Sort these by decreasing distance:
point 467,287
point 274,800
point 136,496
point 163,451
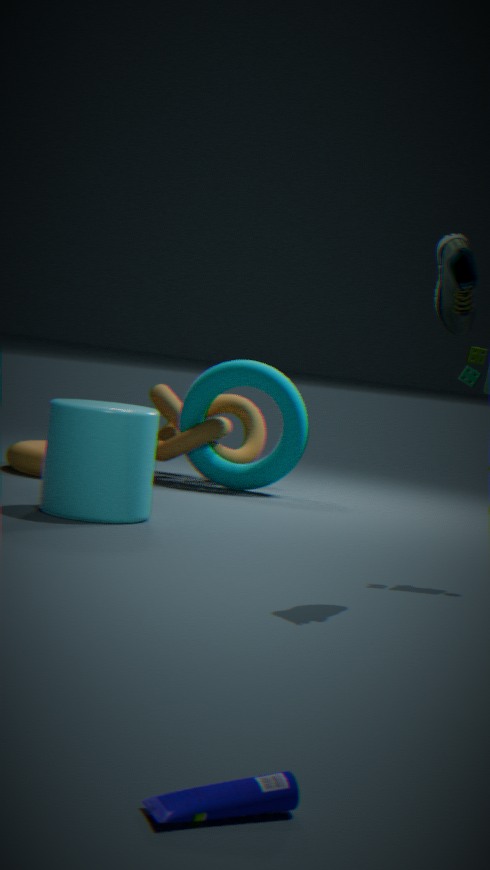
point 163,451 → point 136,496 → point 467,287 → point 274,800
